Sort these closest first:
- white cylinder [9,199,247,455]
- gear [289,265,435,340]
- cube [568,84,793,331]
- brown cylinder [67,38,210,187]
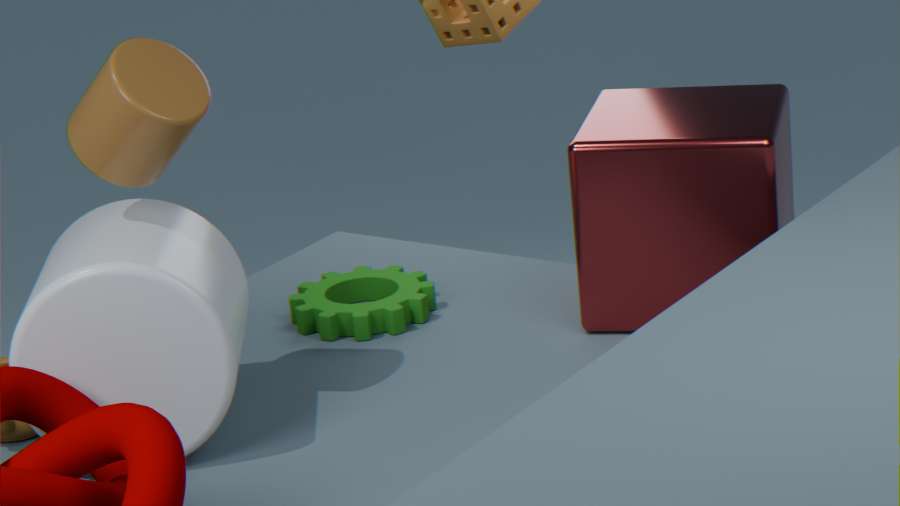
white cylinder [9,199,247,455]
brown cylinder [67,38,210,187]
cube [568,84,793,331]
gear [289,265,435,340]
